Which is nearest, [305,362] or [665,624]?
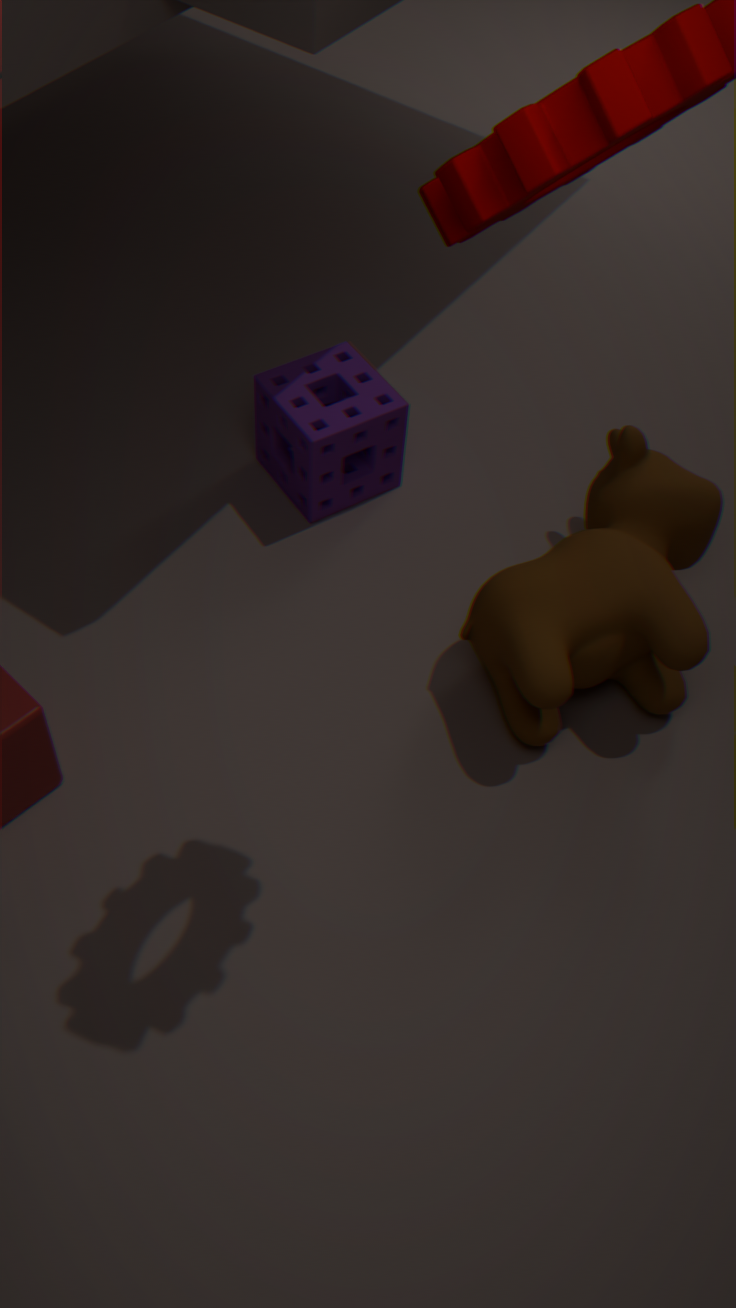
[665,624]
